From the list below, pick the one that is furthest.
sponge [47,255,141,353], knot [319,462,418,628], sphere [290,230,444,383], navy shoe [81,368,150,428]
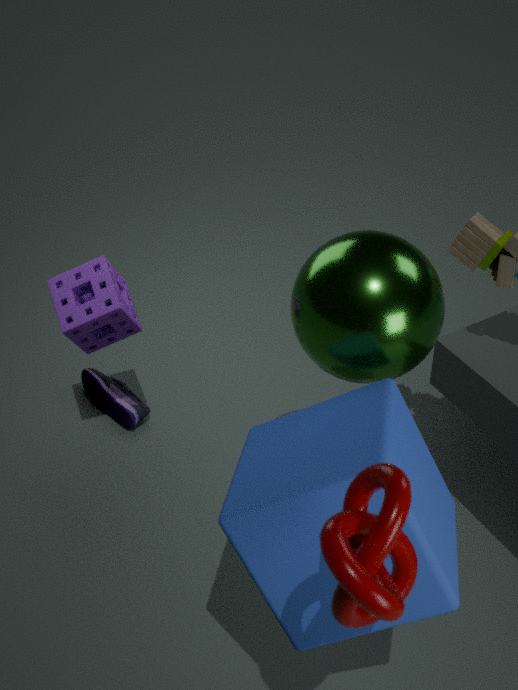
navy shoe [81,368,150,428]
